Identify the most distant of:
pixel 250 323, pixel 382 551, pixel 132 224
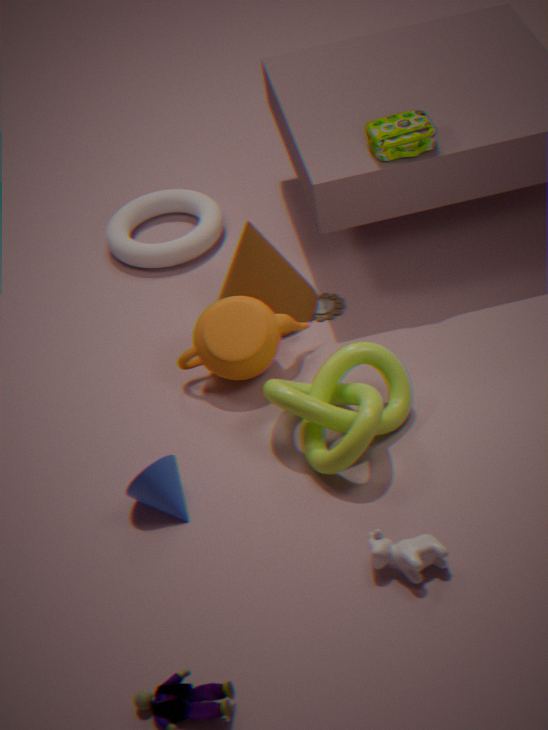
pixel 132 224
